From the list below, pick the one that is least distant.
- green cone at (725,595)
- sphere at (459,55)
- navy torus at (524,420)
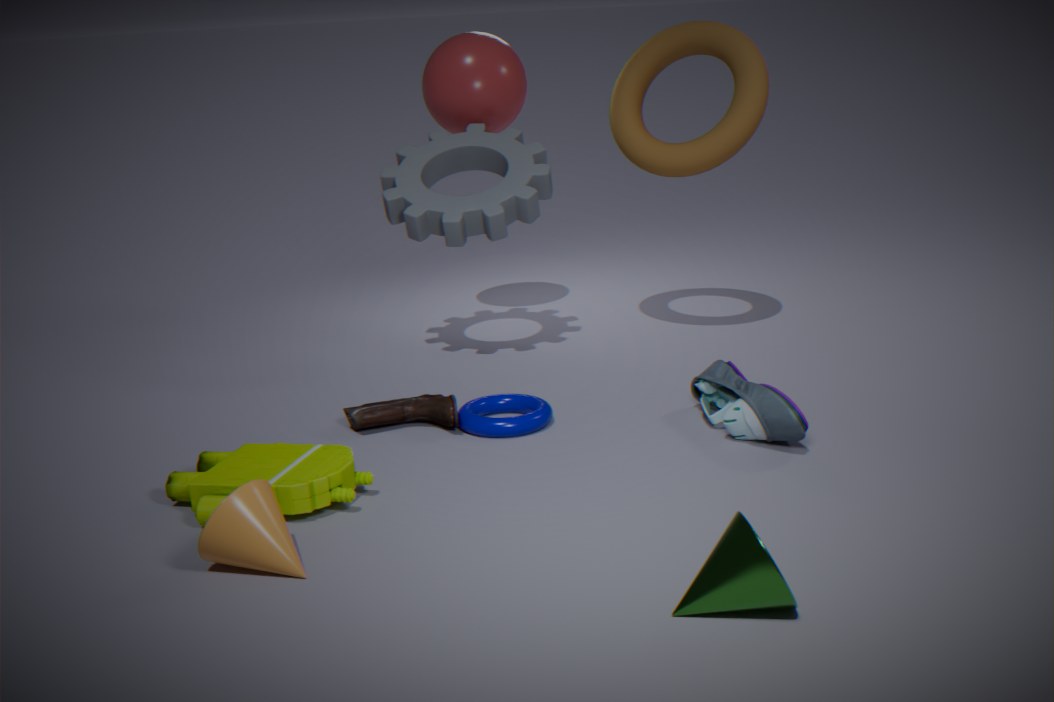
green cone at (725,595)
